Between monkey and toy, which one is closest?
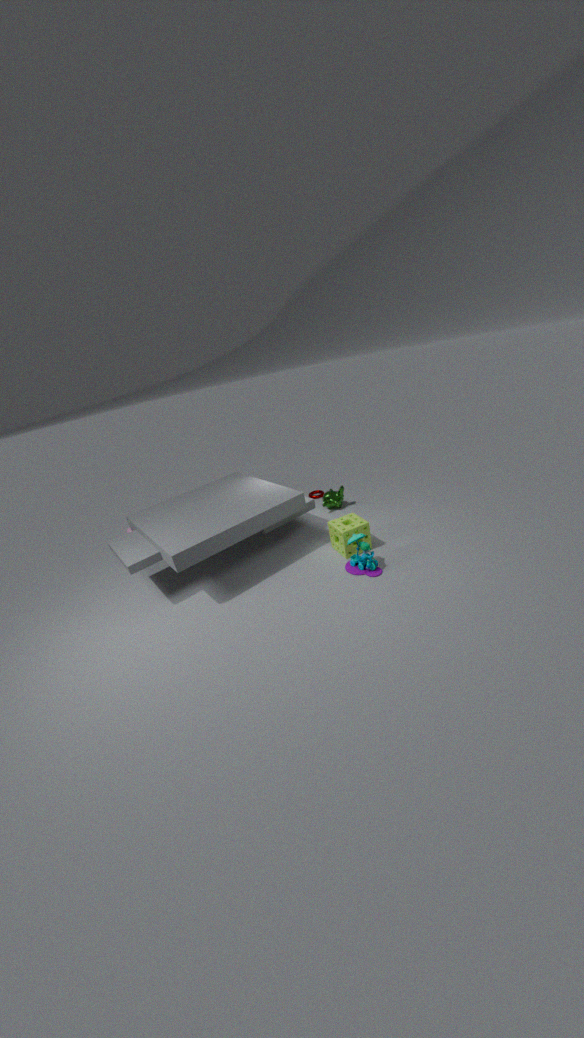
toy
